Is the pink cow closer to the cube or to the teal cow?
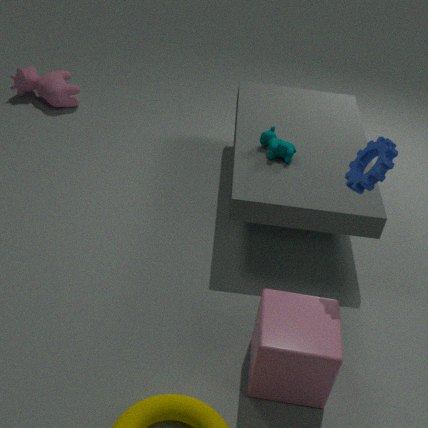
the teal cow
